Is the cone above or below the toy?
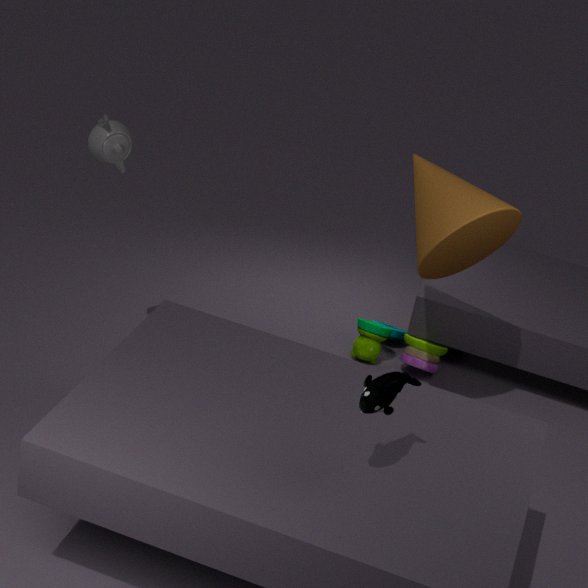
above
